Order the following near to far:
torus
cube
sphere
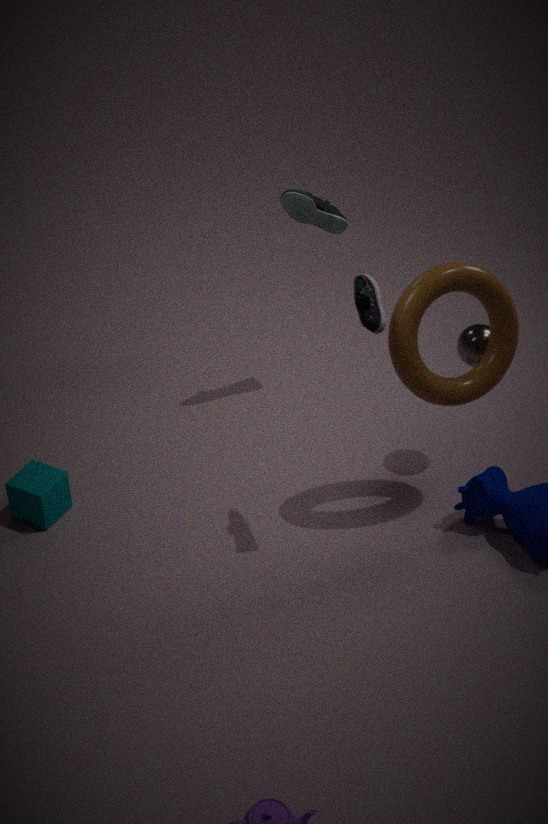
torus
cube
sphere
